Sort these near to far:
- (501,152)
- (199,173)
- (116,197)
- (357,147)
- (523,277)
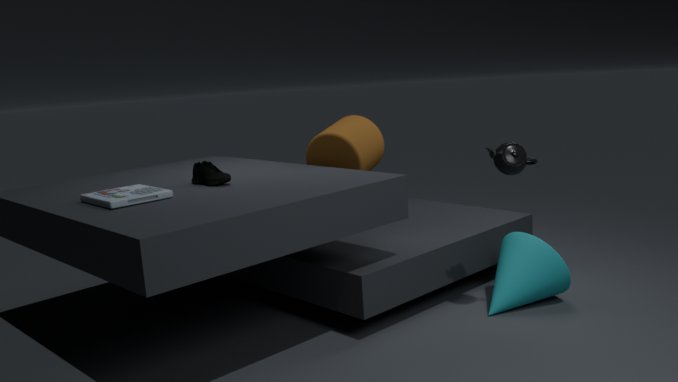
(116,197)
(501,152)
(199,173)
(523,277)
(357,147)
